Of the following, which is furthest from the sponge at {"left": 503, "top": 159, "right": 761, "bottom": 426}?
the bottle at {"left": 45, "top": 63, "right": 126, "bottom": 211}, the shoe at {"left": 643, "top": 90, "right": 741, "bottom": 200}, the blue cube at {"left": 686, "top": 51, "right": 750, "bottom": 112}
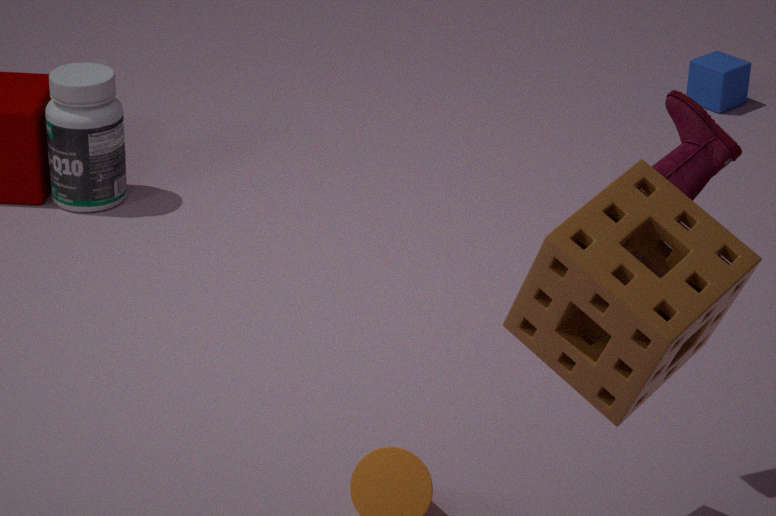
the blue cube at {"left": 686, "top": 51, "right": 750, "bottom": 112}
